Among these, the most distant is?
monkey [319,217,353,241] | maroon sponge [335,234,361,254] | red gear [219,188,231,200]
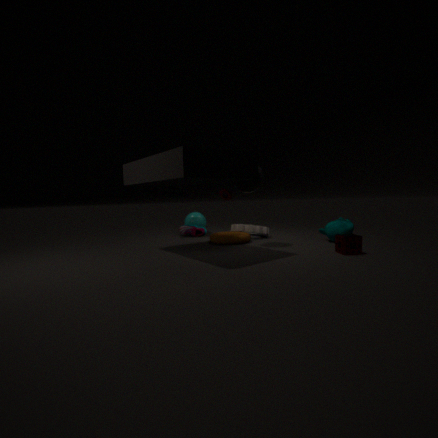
red gear [219,188,231,200]
